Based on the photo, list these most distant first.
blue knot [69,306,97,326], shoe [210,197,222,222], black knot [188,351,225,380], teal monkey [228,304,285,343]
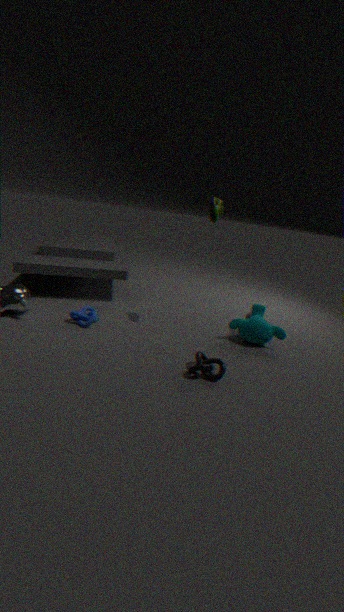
teal monkey [228,304,285,343], blue knot [69,306,97,326], shoe [210,197,222,222], black knot [188,351,225,380]
